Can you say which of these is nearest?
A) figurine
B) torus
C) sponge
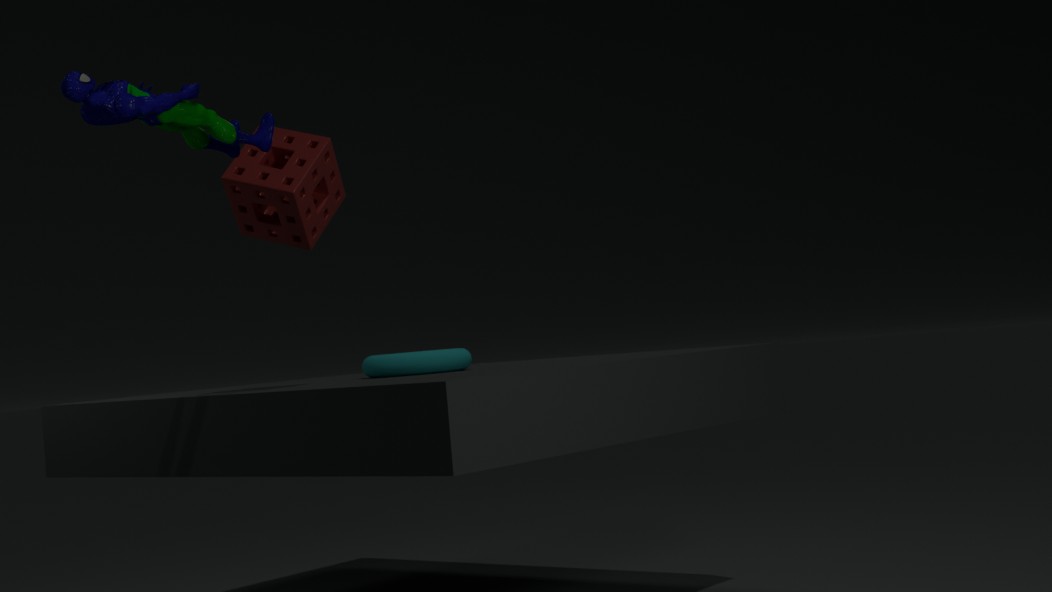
figurine
